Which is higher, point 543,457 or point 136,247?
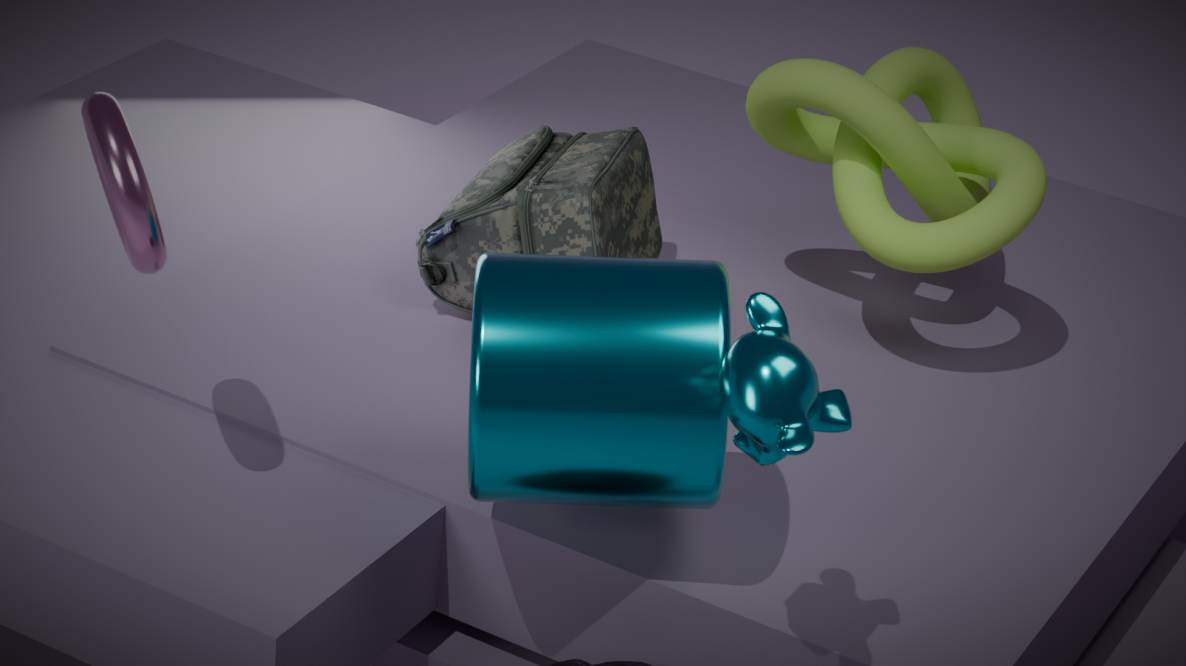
point 136,247
